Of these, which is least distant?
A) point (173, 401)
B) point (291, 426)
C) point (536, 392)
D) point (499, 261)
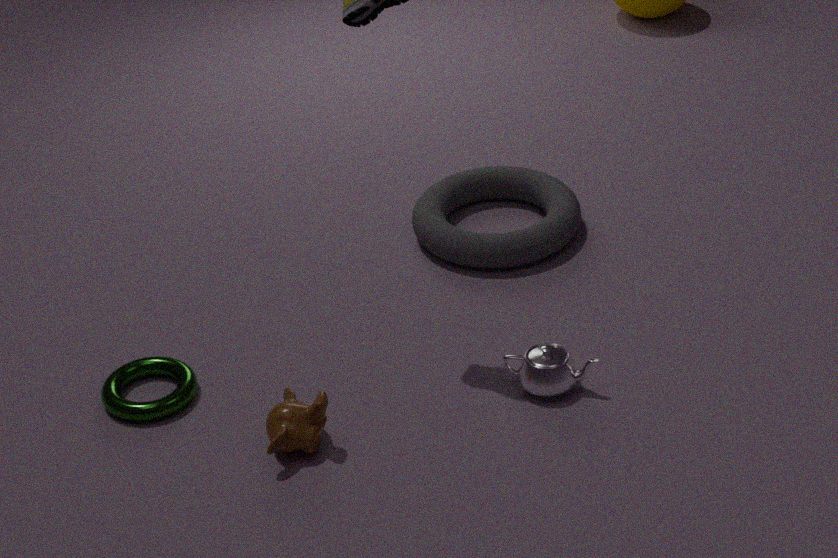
point (291, 426)
